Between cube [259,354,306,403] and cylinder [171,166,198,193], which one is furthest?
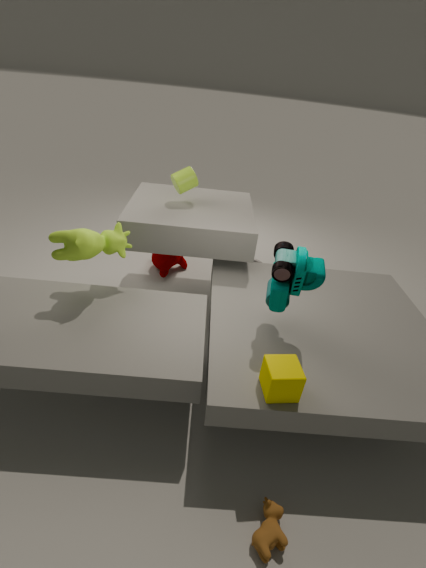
cylinder [171,166,198,193]
